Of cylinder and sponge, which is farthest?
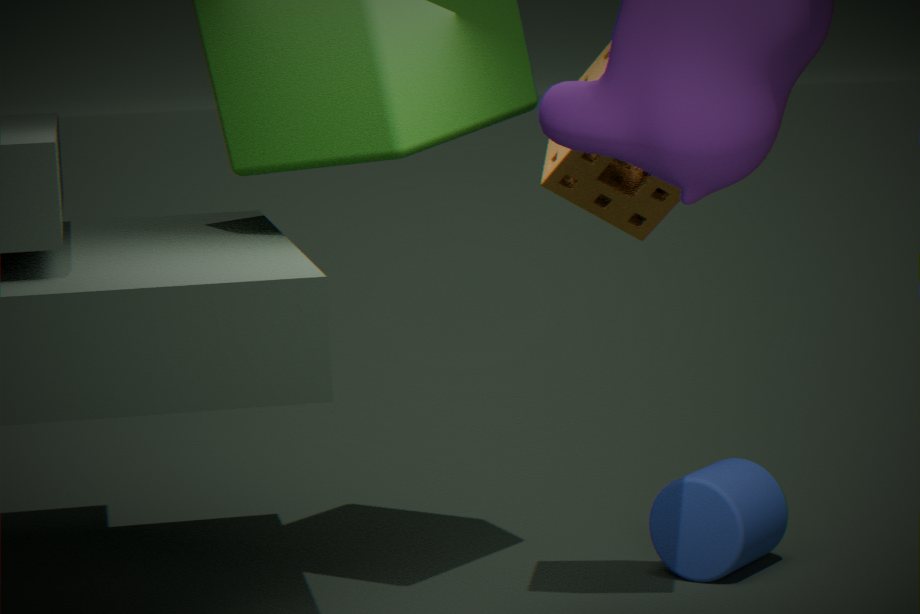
cylinder
